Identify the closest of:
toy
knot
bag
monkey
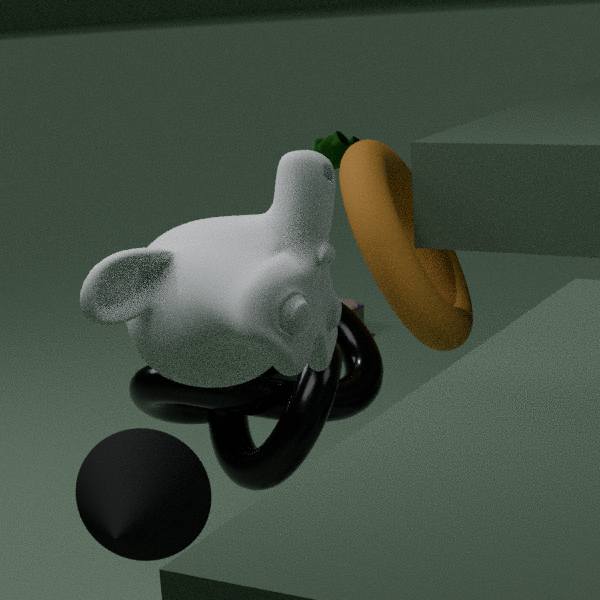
monkey
